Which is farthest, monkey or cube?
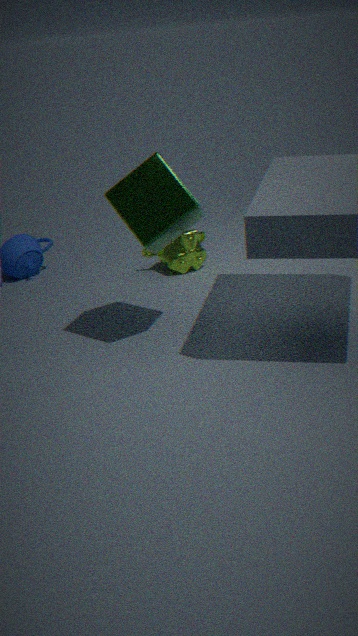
monkey
